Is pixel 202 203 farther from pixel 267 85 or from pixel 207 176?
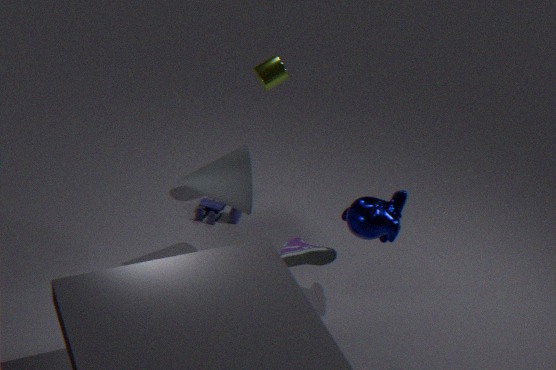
pixel 267 85
